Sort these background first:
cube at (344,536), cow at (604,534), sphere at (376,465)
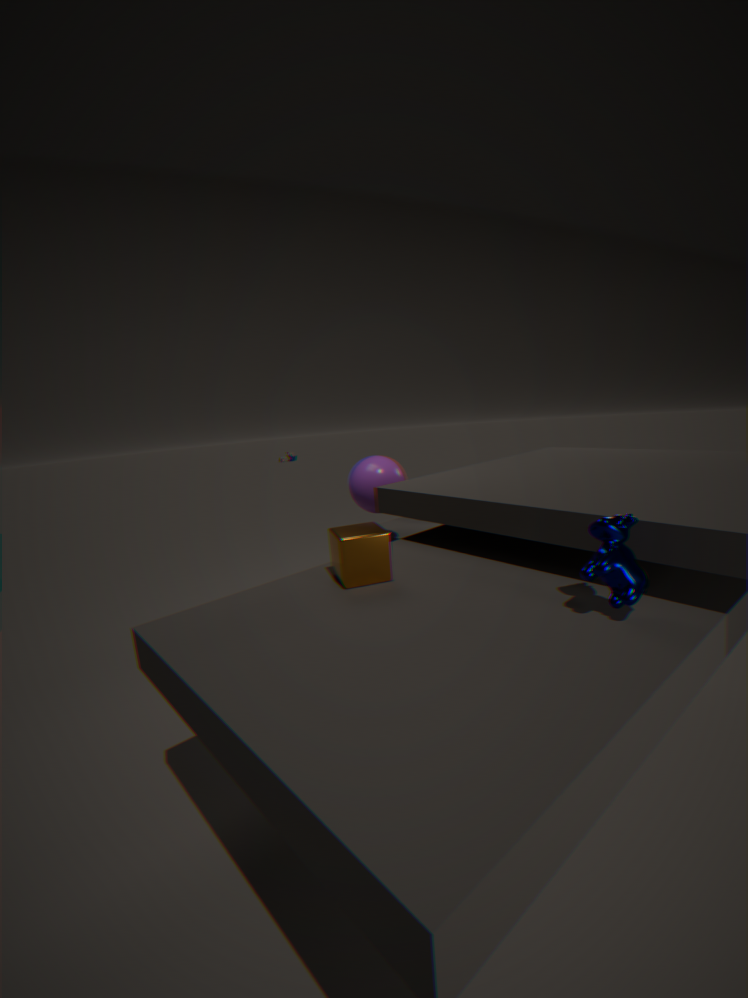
sphere at (376,465)
cube at (344,536)
cow at (604,534)
